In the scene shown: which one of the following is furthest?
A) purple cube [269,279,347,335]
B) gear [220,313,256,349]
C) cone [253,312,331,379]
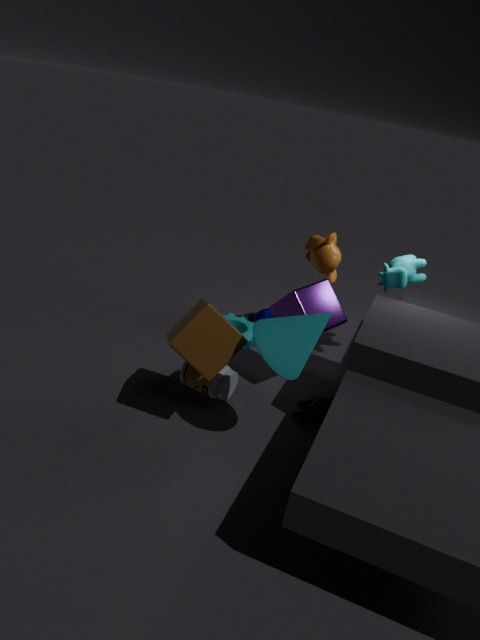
gear [220,313,256,349]
